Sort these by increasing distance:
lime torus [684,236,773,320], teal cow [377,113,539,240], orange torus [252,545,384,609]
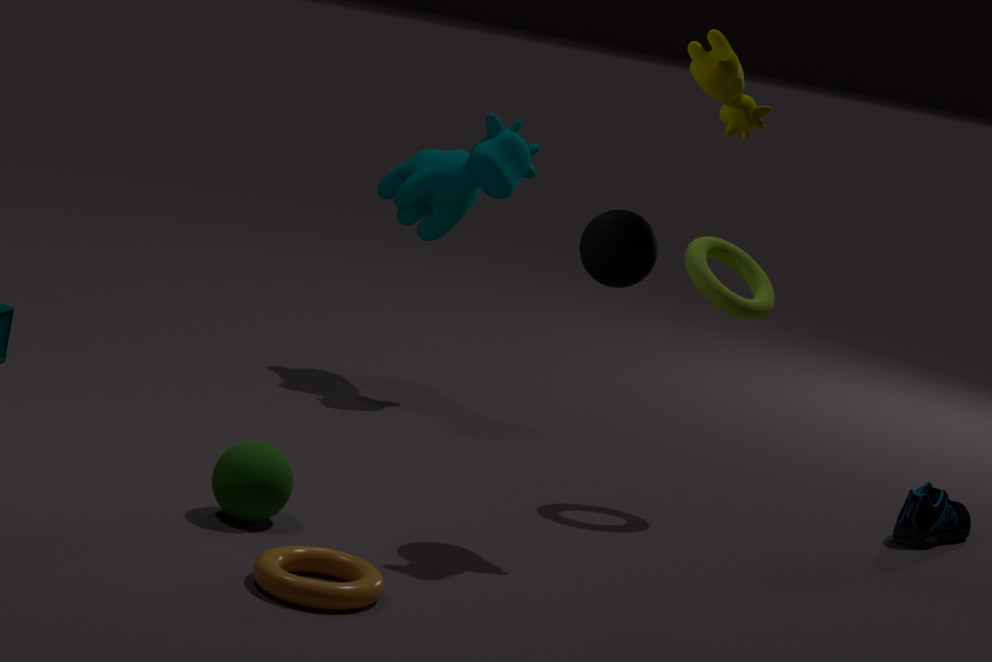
1. orange torus [252,545,384,609]
2. lime torus [684,236,773,320]
3. teal cow [377,113,539,240]
